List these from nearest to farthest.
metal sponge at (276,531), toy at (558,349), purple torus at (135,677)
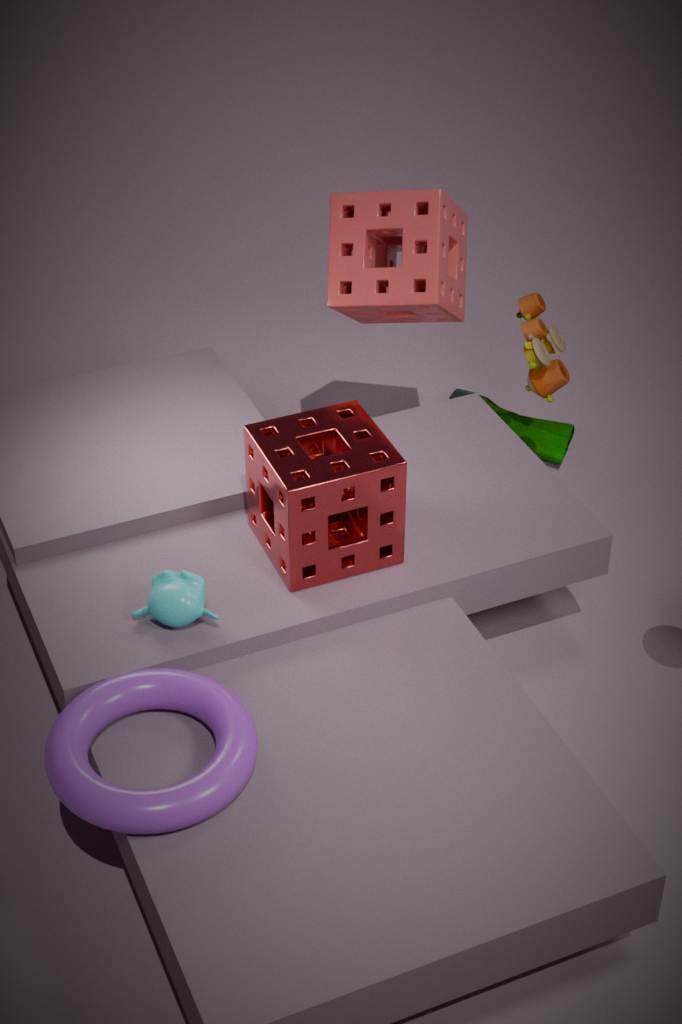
purple torus at (135,677)
metal sponge at (276,531)
toy at (558,349)
